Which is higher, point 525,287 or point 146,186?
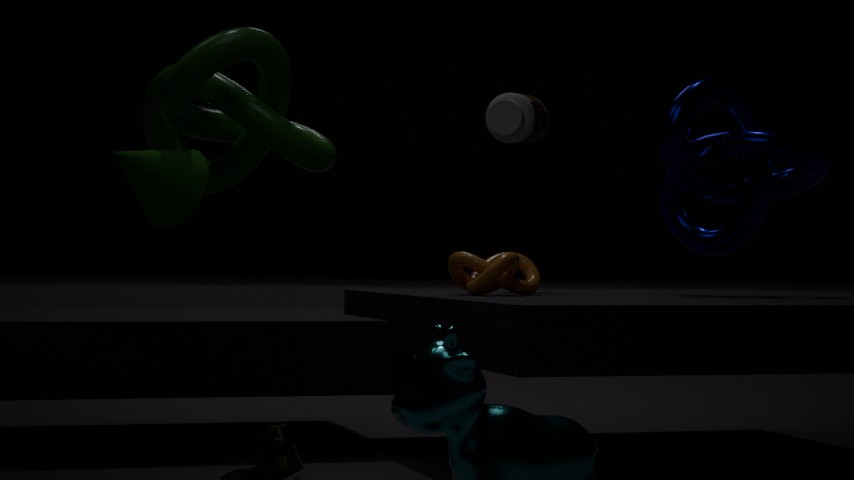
point 146,186
